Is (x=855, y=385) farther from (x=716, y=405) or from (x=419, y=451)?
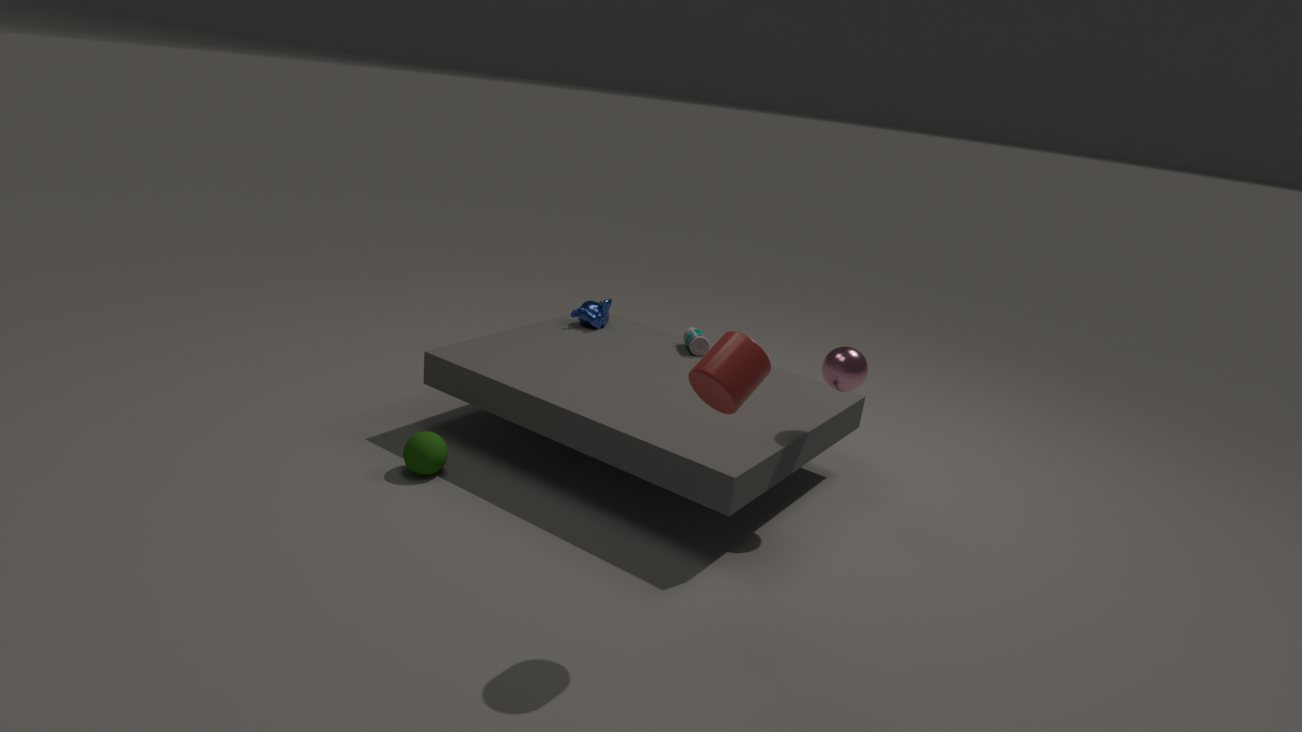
(x=419, y=451)
